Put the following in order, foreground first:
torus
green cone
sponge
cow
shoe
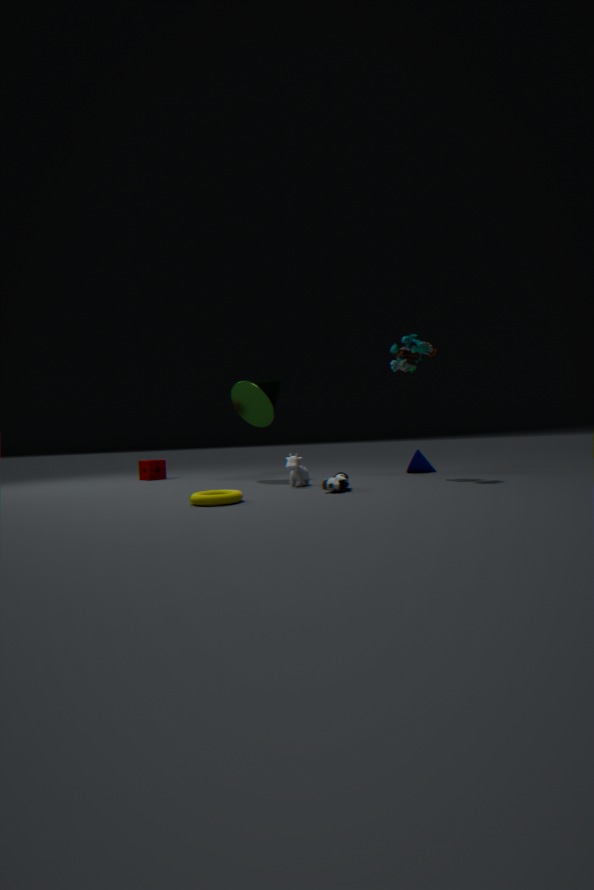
torus
shoe
cow
green cone
sponge
